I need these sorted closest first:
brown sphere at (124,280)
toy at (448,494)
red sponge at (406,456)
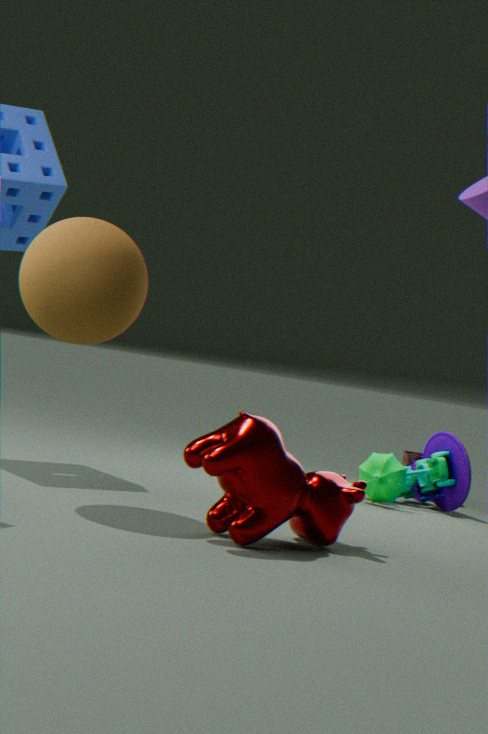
brown sphere at (124,280) → toy at (448,494) → red sponge at (406,456)
